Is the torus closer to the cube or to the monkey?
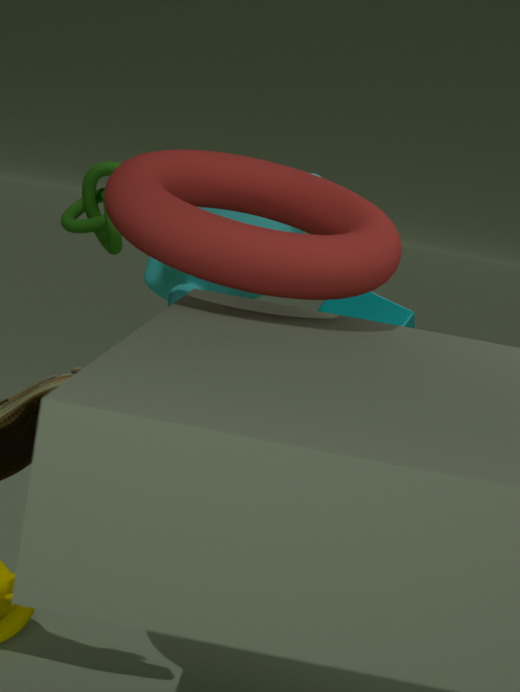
the monkey
